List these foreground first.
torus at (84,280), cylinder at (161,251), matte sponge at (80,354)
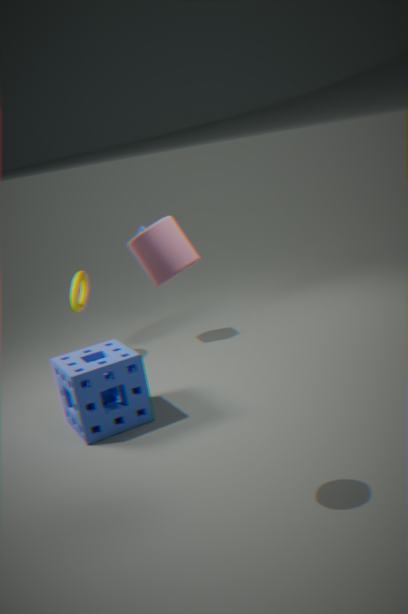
cylinder at (161,251), matte sponge at (80,354), torus at (84,280)
